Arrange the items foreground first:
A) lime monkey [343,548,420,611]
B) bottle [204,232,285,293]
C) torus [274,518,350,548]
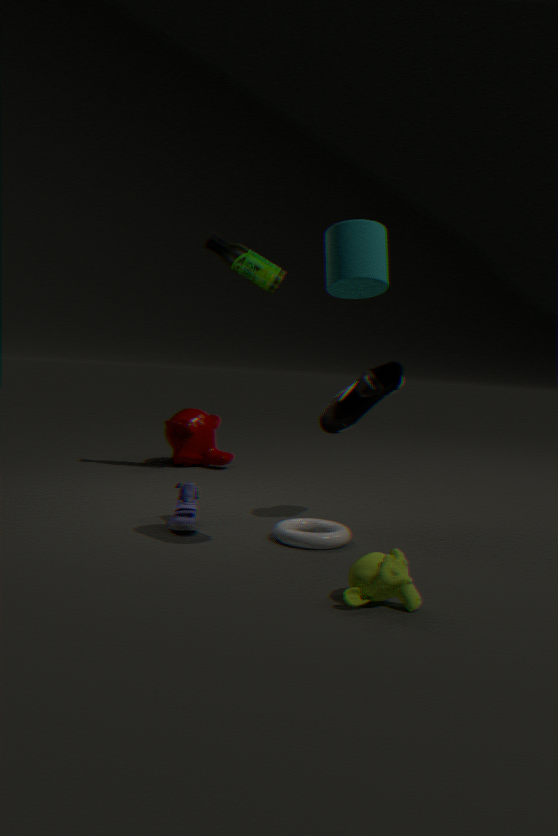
lime monkey [343,548,420,611] → torus [274,518,350,548] → bottle [204,232,285,293]
